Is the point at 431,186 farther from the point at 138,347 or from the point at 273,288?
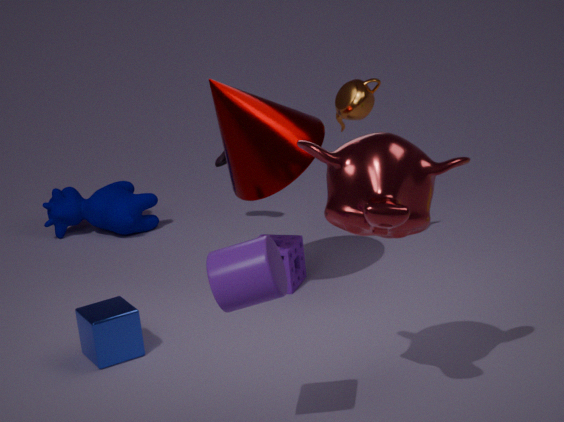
the point at 138,347
